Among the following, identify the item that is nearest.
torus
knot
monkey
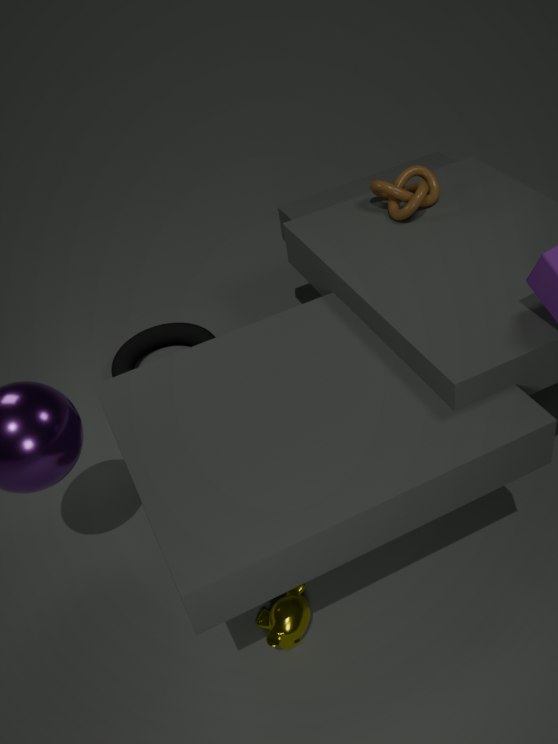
monkey
